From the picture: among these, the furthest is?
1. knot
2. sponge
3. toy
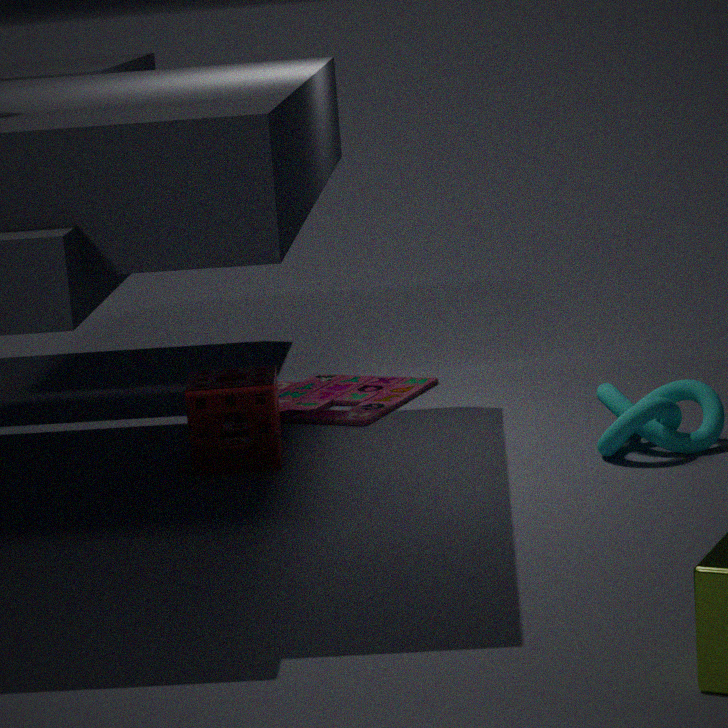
toy
